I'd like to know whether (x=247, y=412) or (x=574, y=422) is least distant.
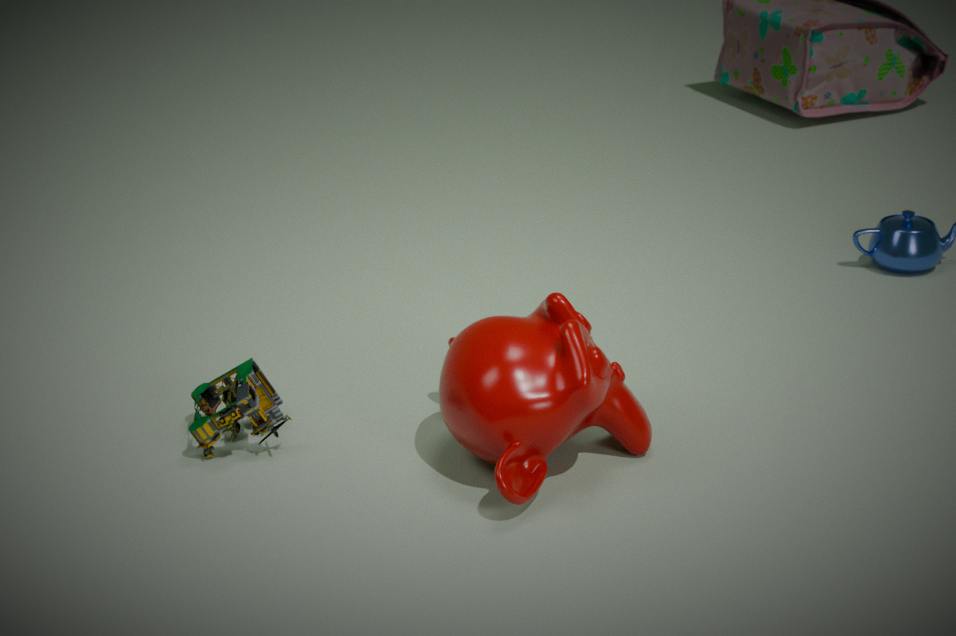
(x=574, y=422)
